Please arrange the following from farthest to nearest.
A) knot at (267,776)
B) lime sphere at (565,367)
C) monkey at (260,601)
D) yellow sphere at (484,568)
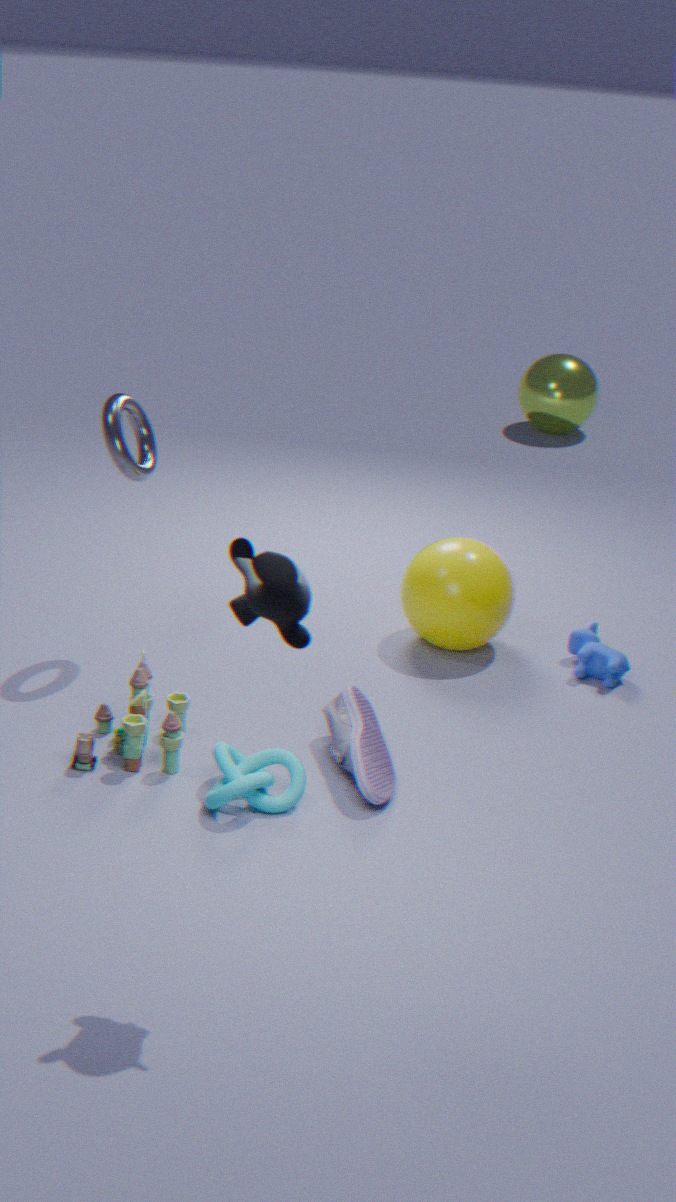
lime sphere at (565,367) < yellow sphere at (484,568) < knot at (267,776) < monkey at (260,601)
